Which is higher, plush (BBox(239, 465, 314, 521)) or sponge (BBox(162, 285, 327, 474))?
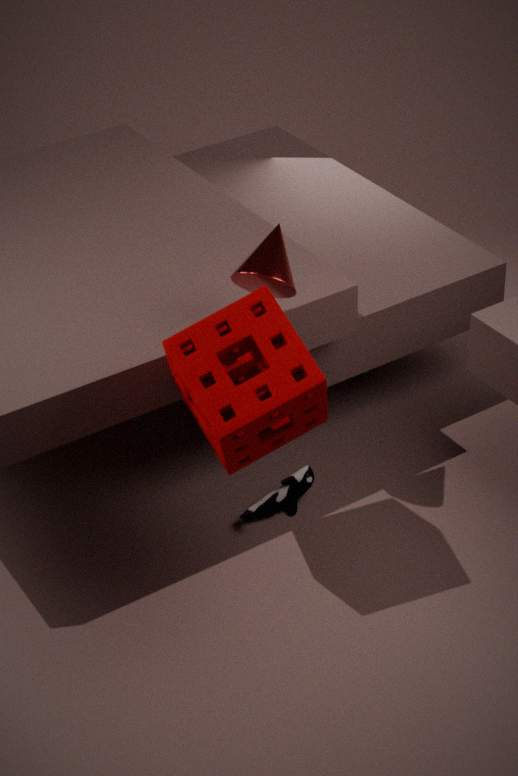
sponge (BBox(162, 285, 327, 474))
